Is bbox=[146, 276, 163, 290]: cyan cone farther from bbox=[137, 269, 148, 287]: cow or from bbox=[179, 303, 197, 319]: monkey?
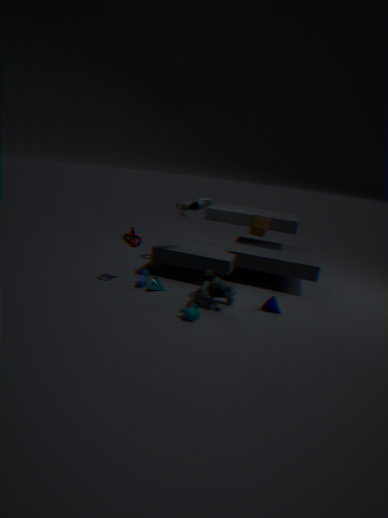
bbox=[179, 303, 197, 319]: monkey
